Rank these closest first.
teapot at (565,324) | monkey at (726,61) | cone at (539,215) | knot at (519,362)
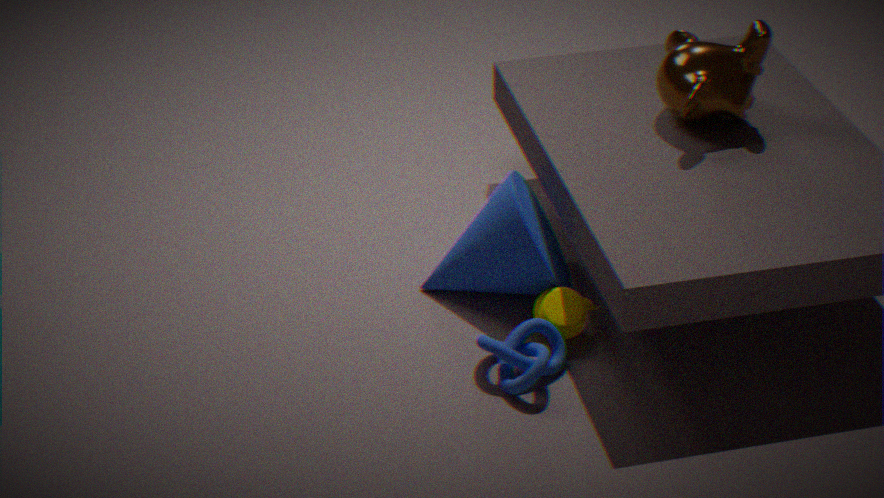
knot at (519,362) < teapot at (565,324) < cone at (539,215) < monkey at (726,61)
